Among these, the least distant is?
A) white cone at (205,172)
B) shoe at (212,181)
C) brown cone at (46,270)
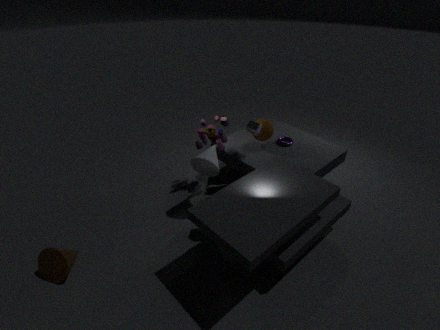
brown cone at (46,270)
